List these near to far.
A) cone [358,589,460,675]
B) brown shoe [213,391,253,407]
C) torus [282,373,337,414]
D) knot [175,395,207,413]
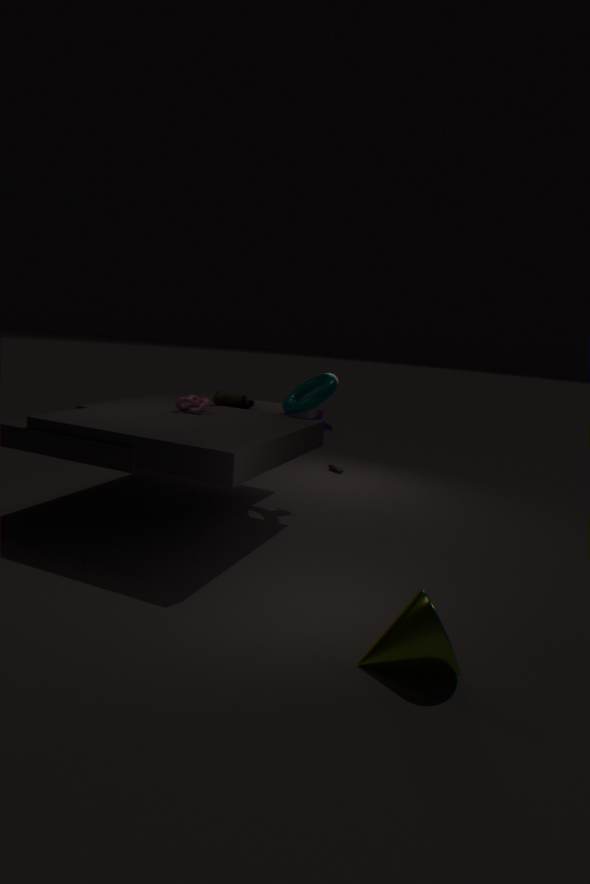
1. cone [358,589,460,675]
2. knot [175,395,207,413]
3. torus [282,373,337,414]
4. brown shoe [213,391,253,407]
